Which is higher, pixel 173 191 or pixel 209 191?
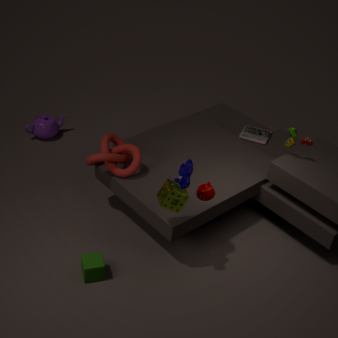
pixel 173 191
